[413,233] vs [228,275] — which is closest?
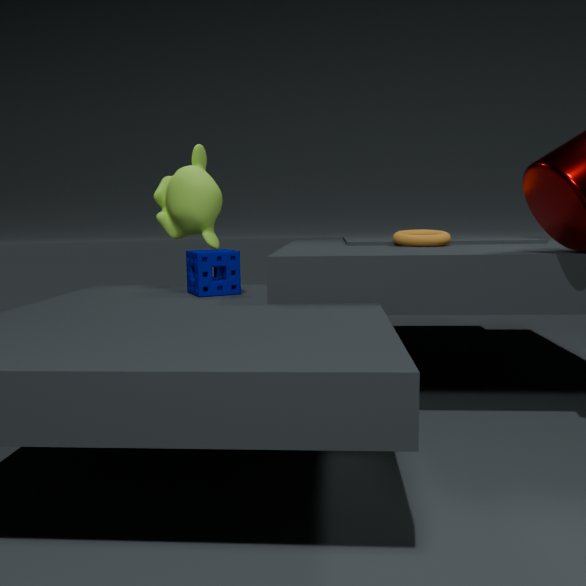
[228,275]
